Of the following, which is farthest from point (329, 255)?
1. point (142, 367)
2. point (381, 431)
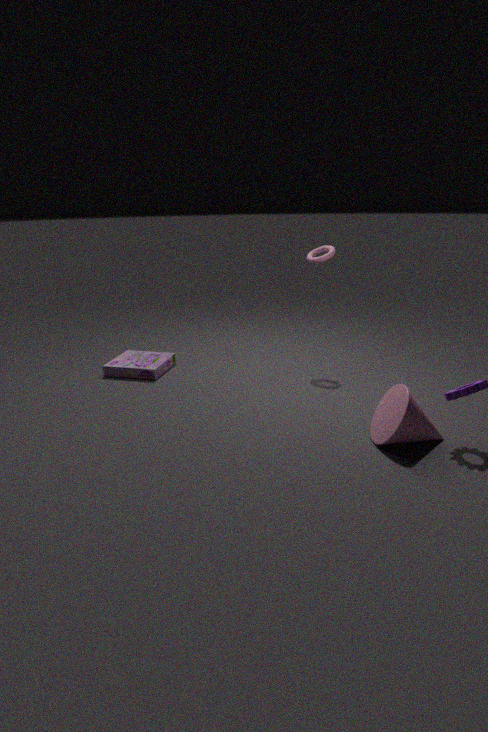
point (381, 431)
